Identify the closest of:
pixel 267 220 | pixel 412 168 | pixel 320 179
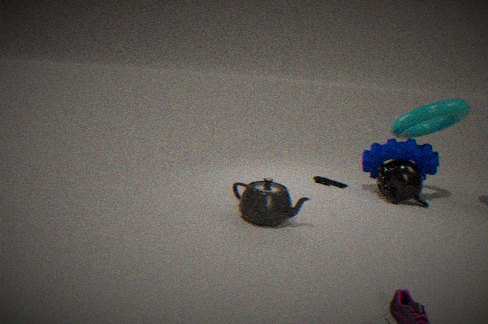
pixel 267 220
